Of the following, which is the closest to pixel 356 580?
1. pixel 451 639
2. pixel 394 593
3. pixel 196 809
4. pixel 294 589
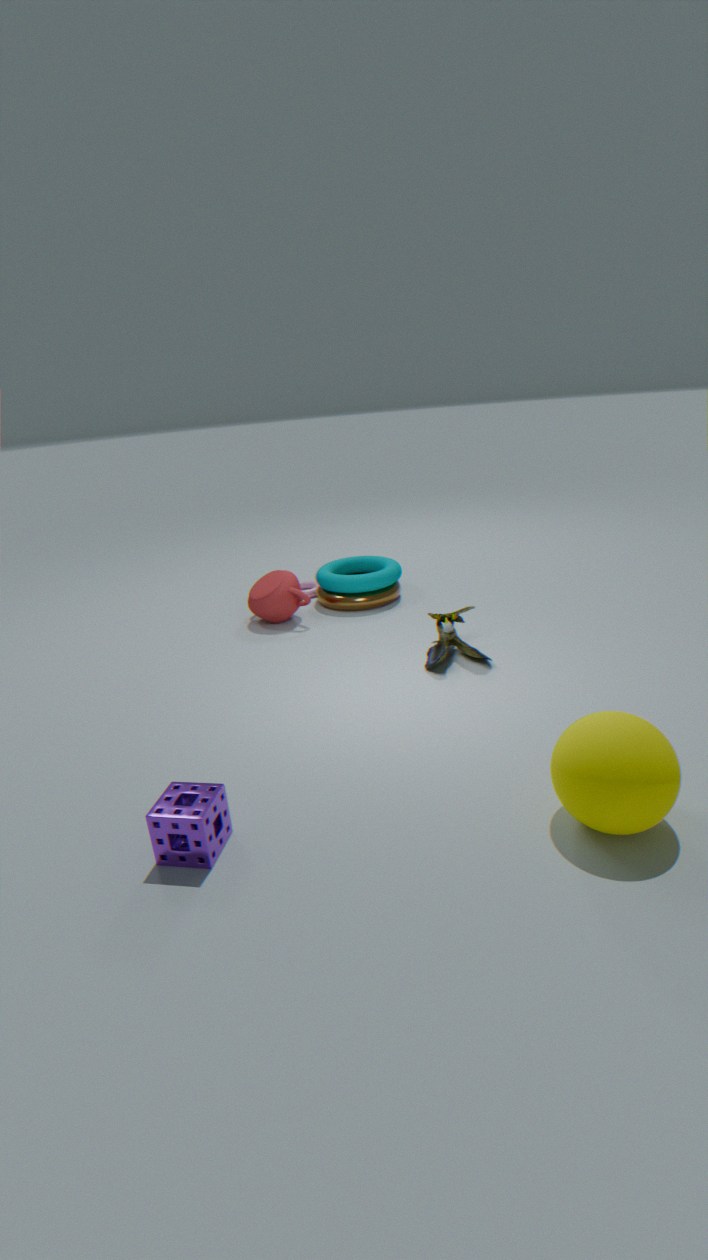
pixel 394 593
